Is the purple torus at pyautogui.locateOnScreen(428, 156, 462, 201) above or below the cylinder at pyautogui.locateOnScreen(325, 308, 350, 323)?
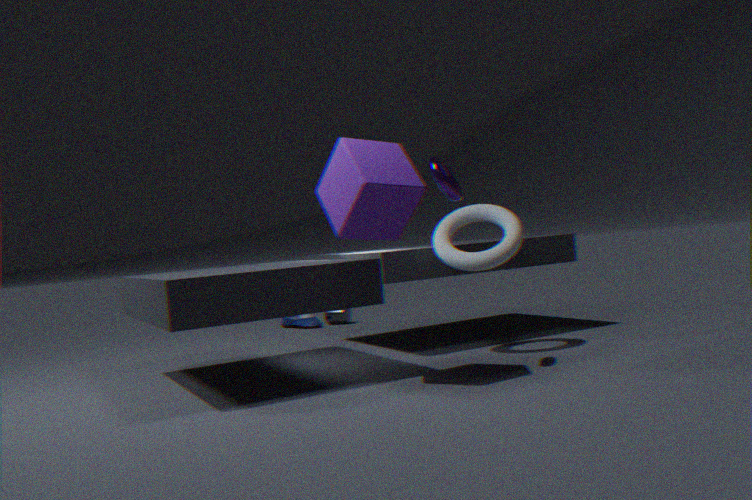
above
